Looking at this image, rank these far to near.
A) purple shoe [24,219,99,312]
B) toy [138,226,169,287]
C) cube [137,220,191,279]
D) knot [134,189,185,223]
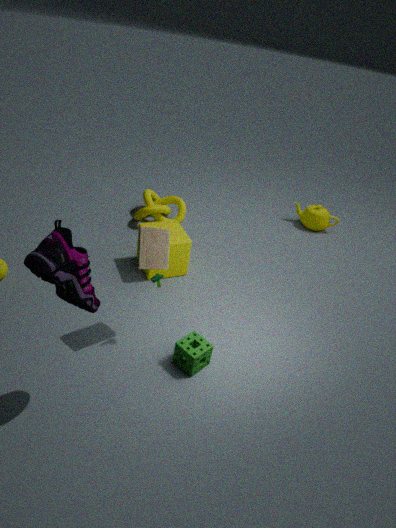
knot [134,189,185,223] → cube [137,220,191,279] → toy [138,226,169,287] → purple shoe [24,219,99,312]
